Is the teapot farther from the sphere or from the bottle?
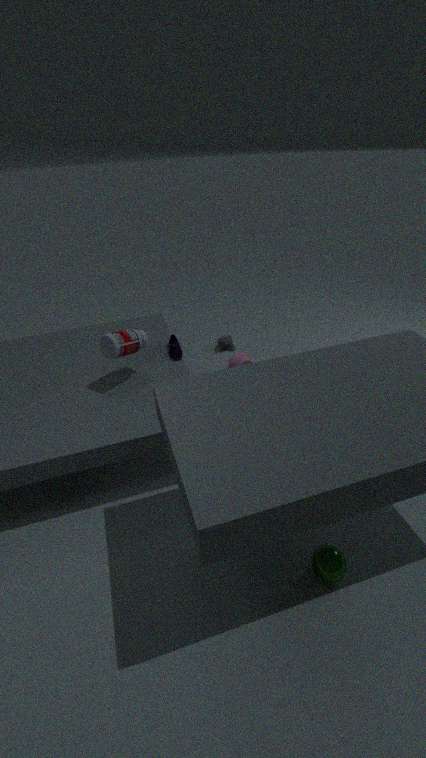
the sphere
